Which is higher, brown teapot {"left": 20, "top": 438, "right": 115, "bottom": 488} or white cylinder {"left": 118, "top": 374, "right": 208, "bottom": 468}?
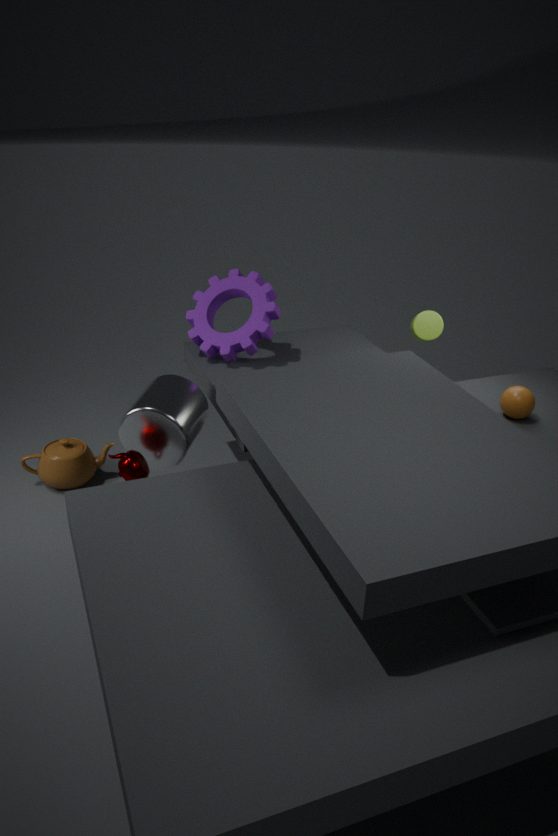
white cylinder {"left": 118, "top": 374, "right": 208, "bottom": 468}
